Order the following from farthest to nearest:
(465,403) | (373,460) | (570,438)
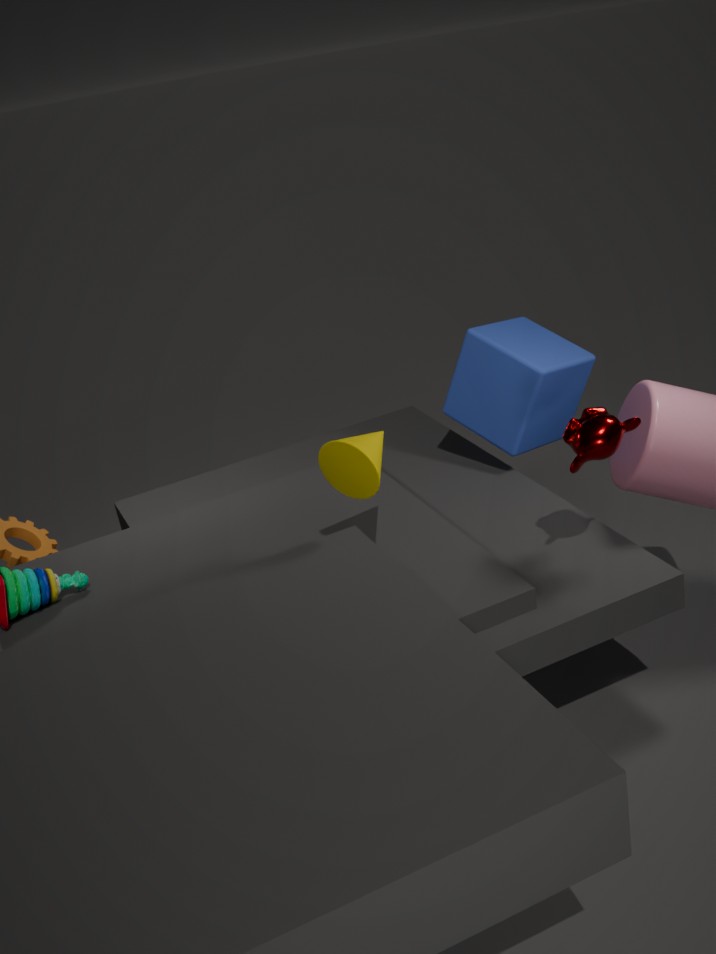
(465,403), (373,460), (570,438)
